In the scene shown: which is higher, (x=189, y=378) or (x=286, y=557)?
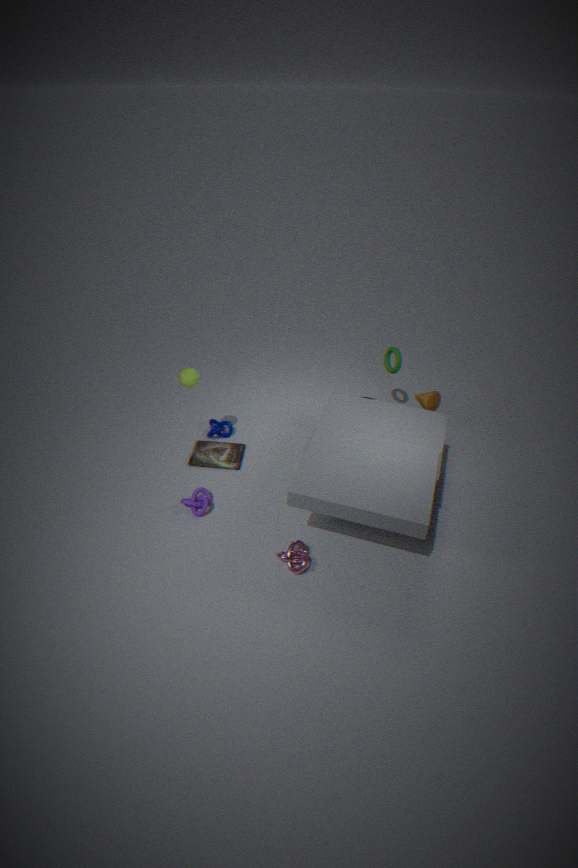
(x=189, y=378)
